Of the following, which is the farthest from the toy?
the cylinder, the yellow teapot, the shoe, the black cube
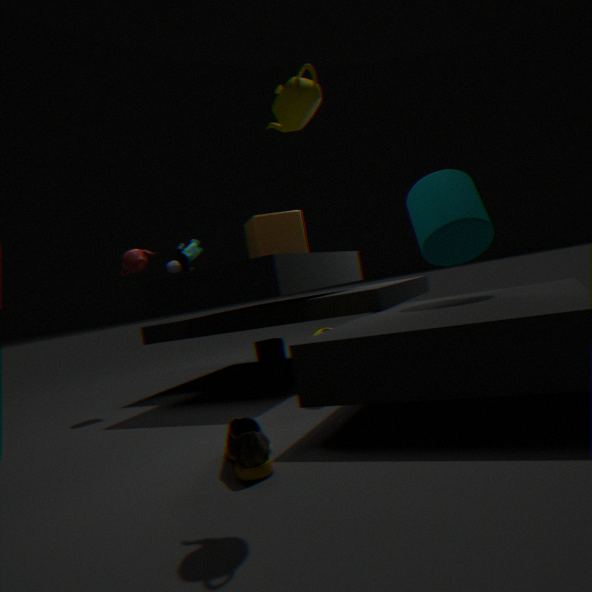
the yellow teapot
